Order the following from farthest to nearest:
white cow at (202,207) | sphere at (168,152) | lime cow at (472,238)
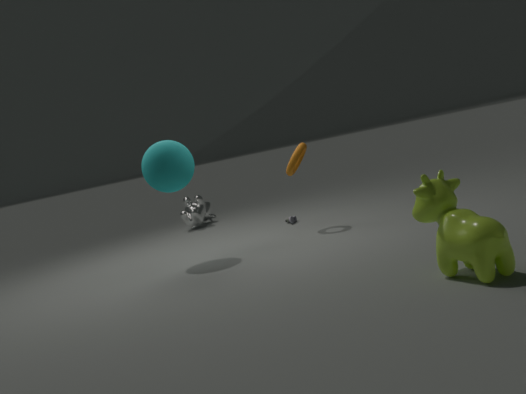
white cow at (202,207)
sphere at (168,152)
lime cow at (472,238)
